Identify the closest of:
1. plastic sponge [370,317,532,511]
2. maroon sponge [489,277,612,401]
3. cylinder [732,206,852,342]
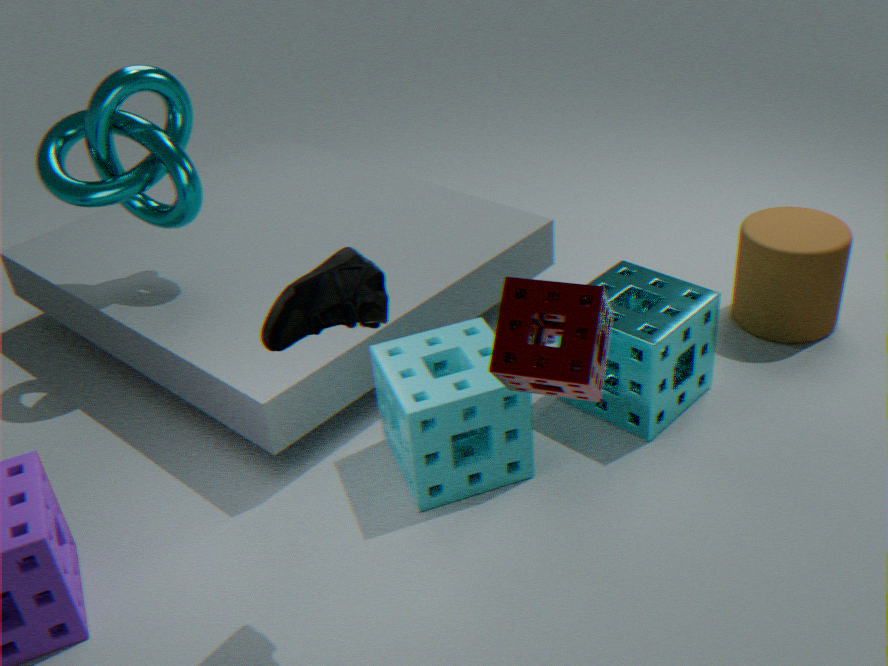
maroon sponge [489,277,612,401]
